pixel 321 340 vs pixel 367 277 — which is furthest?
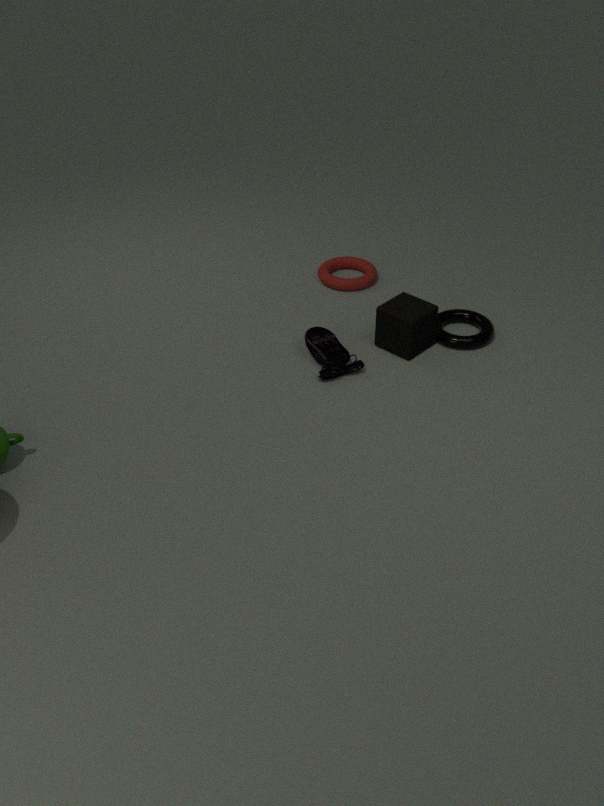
pixel 367 277
